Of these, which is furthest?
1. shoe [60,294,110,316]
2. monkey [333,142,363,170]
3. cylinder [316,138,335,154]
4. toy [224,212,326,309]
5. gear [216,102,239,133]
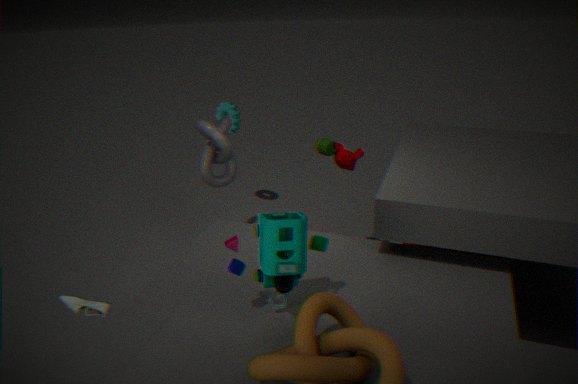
cylinder [316,138,335,154]
